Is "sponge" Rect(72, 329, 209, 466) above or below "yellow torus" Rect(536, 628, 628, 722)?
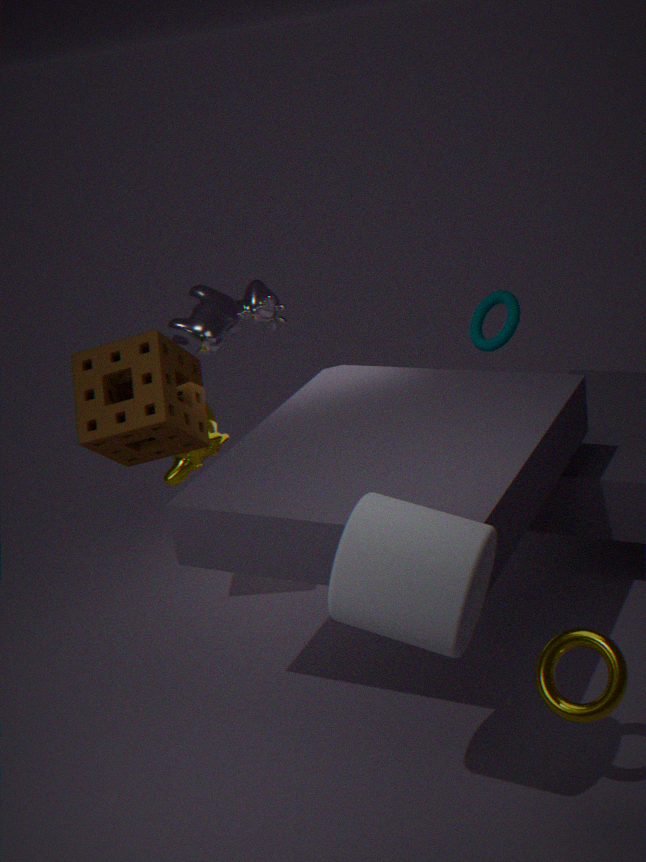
above
